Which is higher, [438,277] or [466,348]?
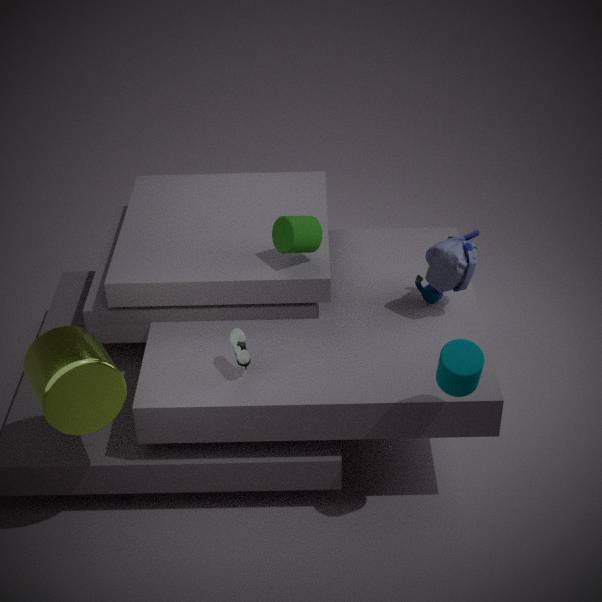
[466,348]
